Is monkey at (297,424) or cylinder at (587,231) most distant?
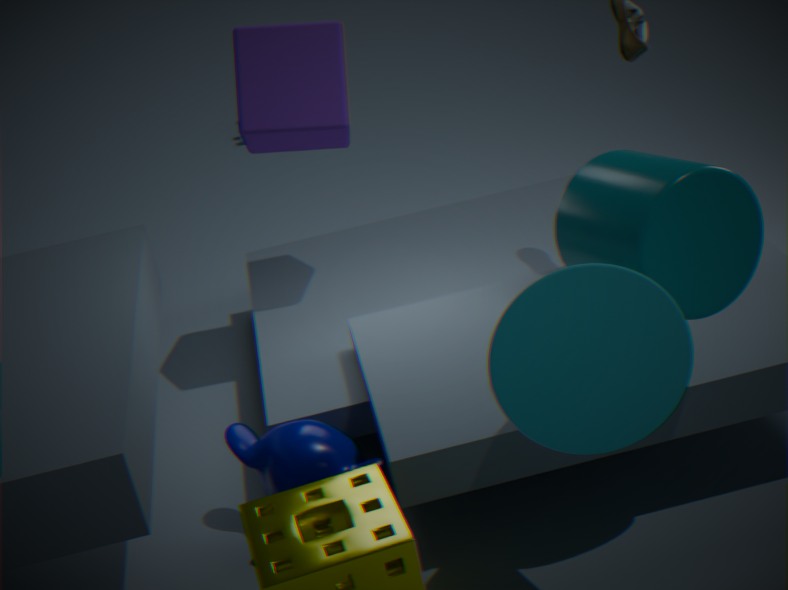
monkey at (297,424)
